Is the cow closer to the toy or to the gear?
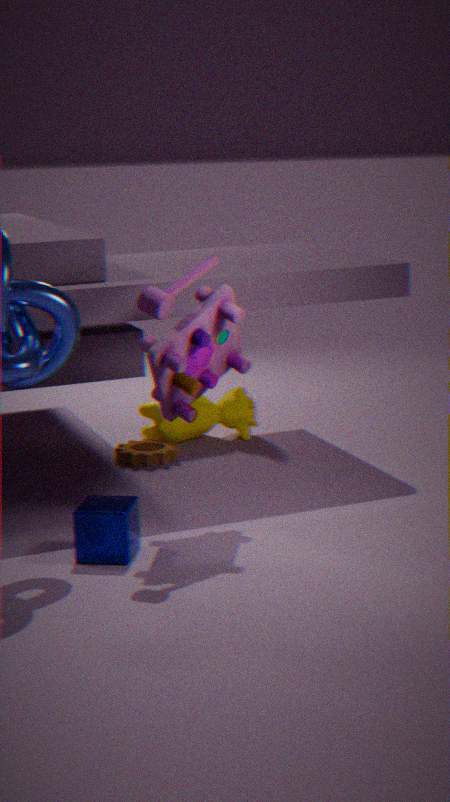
the gear
